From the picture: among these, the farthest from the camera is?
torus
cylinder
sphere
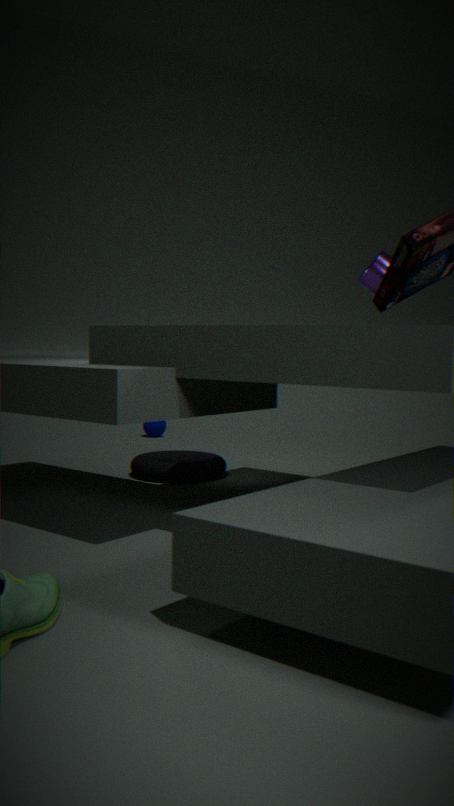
sphere
